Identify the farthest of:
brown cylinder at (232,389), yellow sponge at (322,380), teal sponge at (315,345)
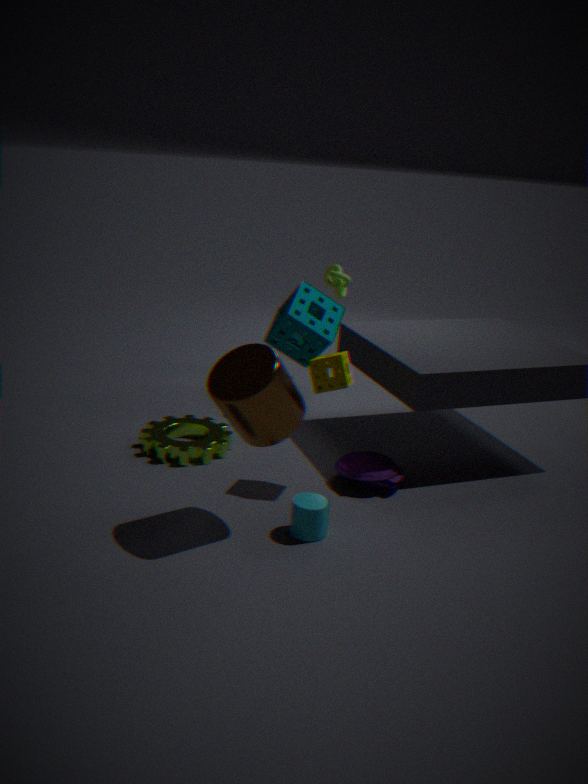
teal sponge at (315,345)
